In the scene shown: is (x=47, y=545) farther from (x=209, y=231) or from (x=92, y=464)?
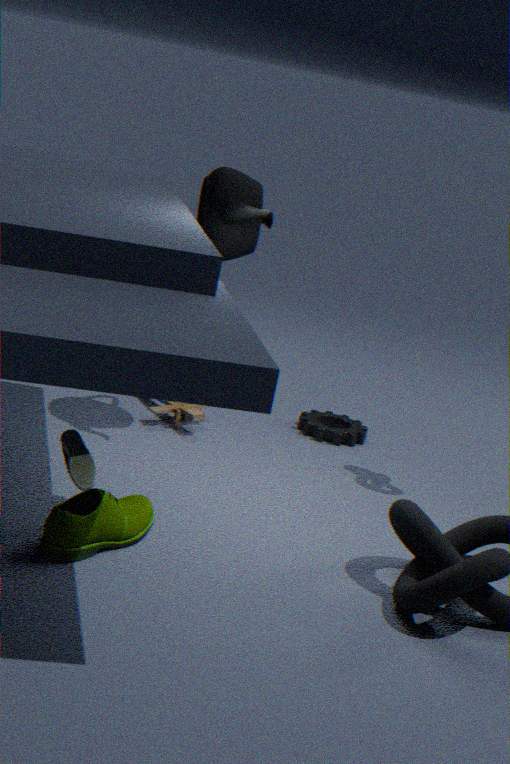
(x=209, y=231)
